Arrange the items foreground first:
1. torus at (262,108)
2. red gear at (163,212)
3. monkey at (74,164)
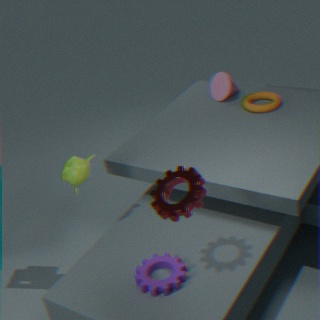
red gear at (163,212), monkey at (74,164), torus at (262,108)
